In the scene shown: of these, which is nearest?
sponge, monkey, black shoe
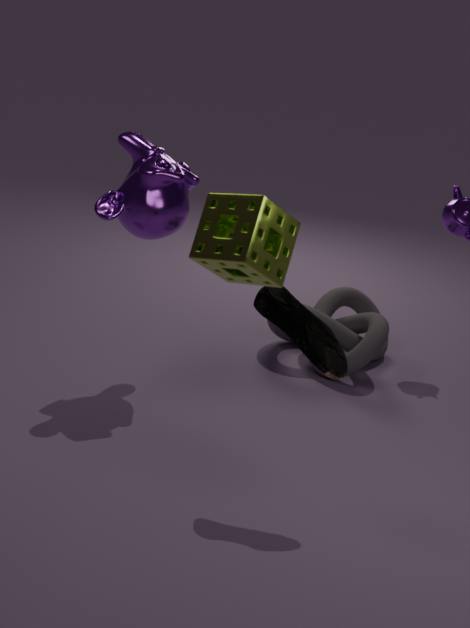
sponge
